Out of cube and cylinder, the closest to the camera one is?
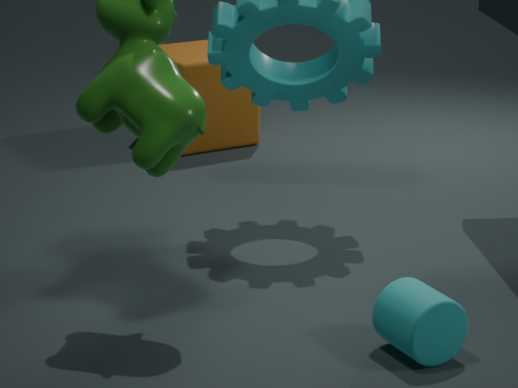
cylinder
